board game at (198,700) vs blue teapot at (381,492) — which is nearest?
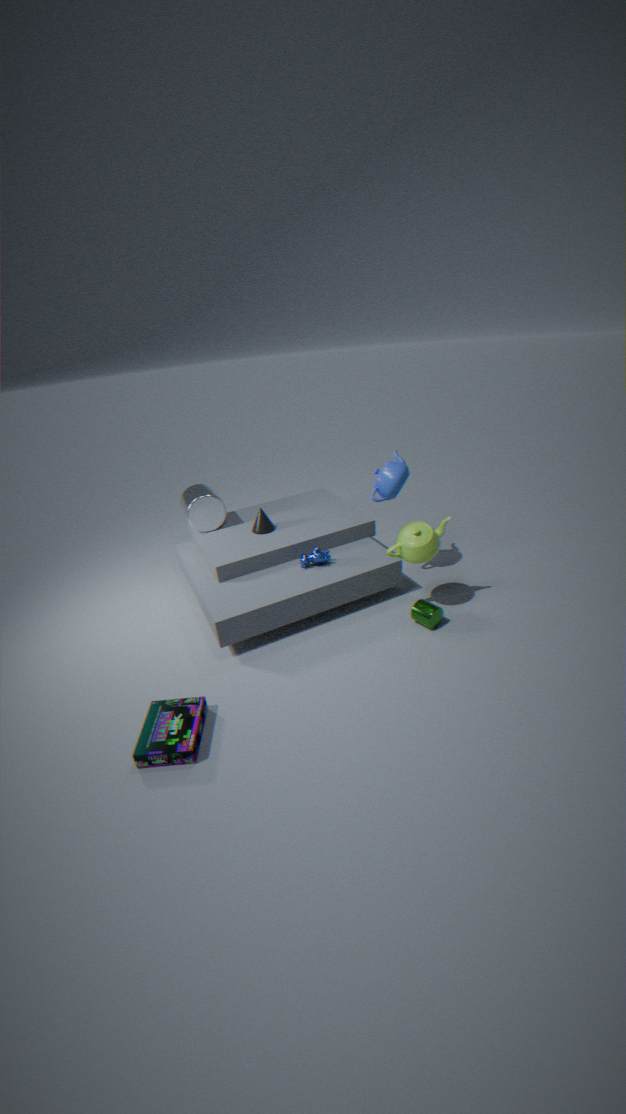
board game at (198,700)
